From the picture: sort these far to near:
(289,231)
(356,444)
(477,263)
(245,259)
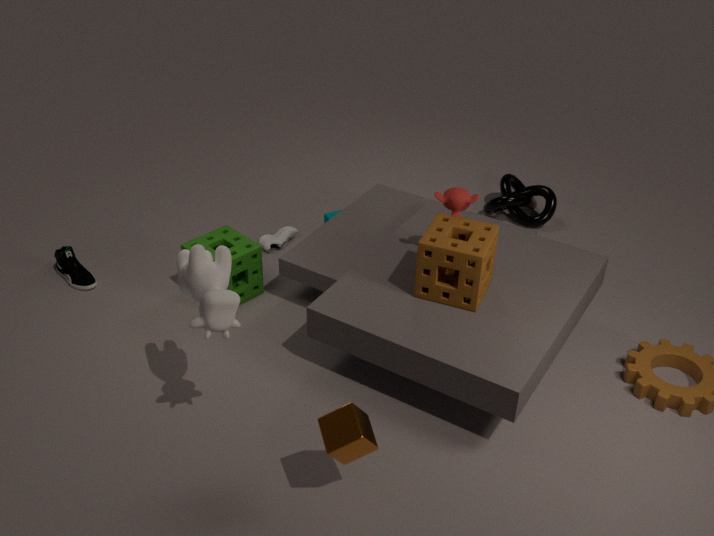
(289,231)
(245,259)
(477,263)
(356,444)
